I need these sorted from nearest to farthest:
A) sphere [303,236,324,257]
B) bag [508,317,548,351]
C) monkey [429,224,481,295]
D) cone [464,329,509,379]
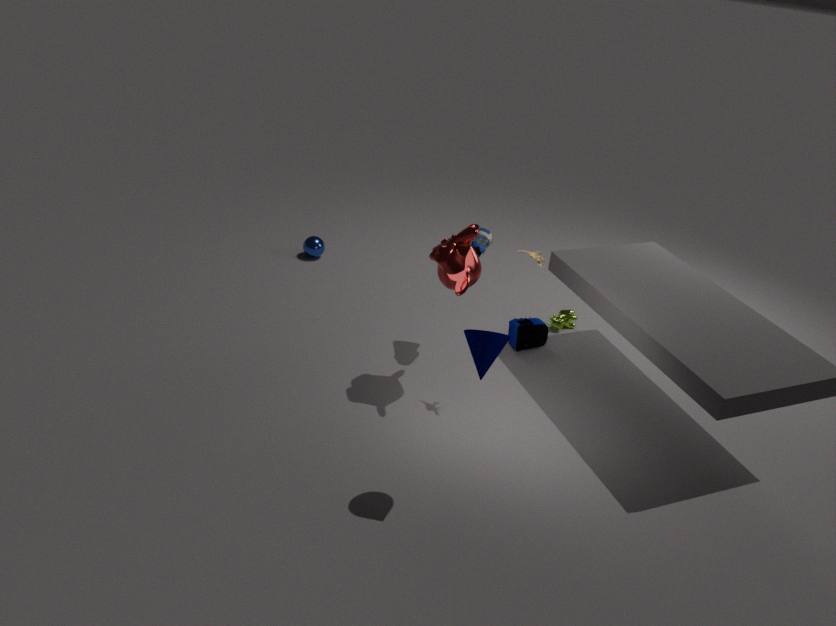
cone [464,329,509,379], monkey [429,224,481,295], bag [508,317,548,351], sphere [303,236,324,257]
